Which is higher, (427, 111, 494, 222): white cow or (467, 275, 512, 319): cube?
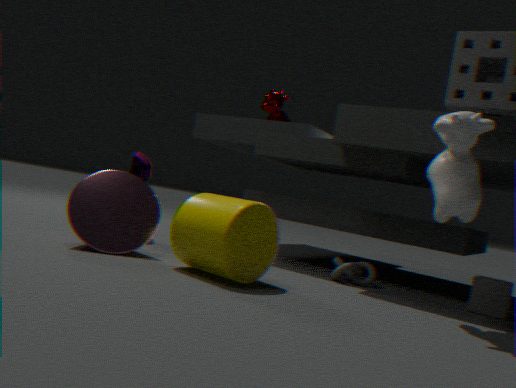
(427, 111, 494, 222): white cow
